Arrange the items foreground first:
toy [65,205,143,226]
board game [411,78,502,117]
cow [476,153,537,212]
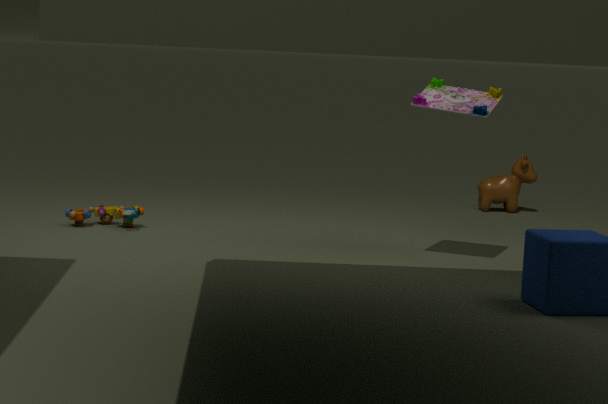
board game [411,78,502,117], toy [65,205,143,226], cow [476,153,537,212]
